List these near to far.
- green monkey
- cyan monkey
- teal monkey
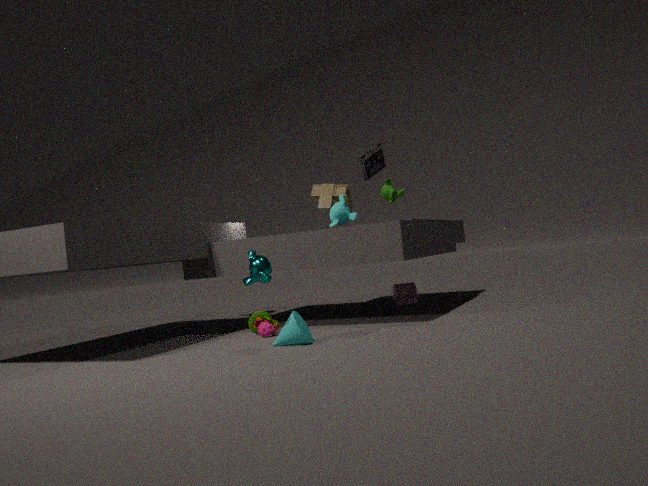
teal monkey < cyan monkey < green monkey
